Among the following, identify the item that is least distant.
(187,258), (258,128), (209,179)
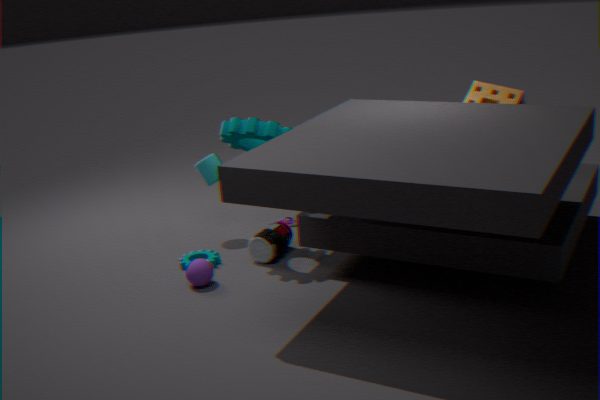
(258,128)
